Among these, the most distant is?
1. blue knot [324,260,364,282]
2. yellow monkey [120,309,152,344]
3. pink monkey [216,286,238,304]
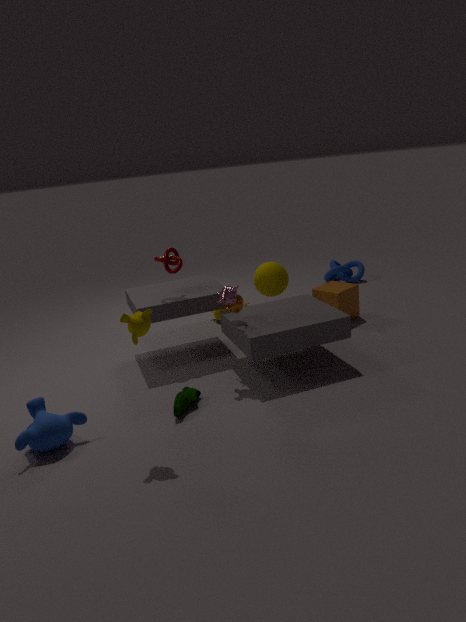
blue knot [324,260,364,282]
